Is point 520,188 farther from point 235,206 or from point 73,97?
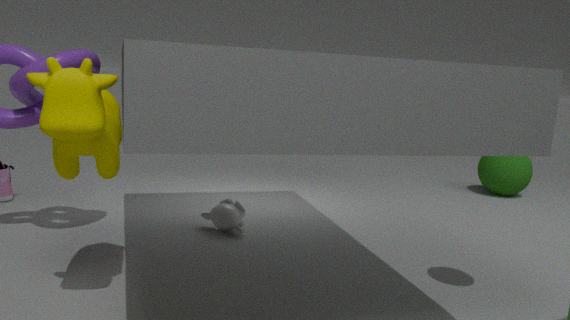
point 73,97
